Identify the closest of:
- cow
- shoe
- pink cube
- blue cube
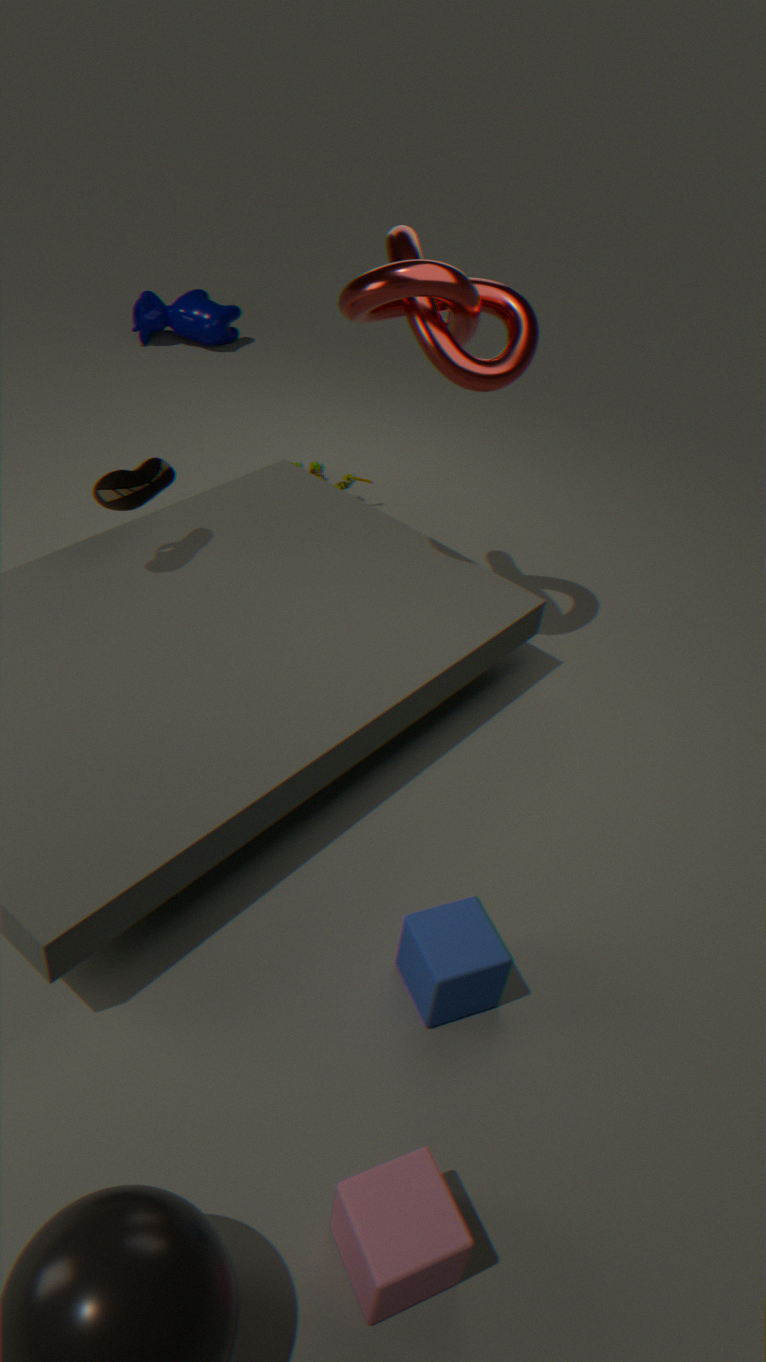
pink cube
